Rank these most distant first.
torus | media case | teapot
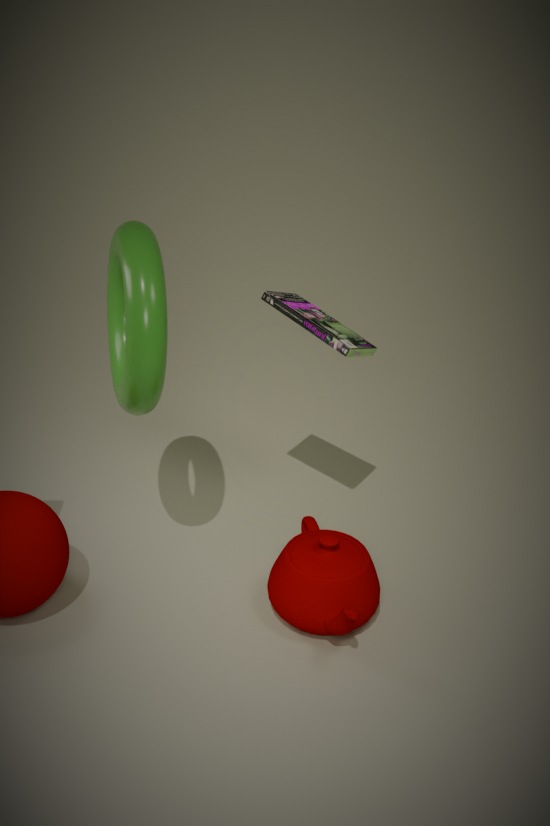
media case < teapot < torus
